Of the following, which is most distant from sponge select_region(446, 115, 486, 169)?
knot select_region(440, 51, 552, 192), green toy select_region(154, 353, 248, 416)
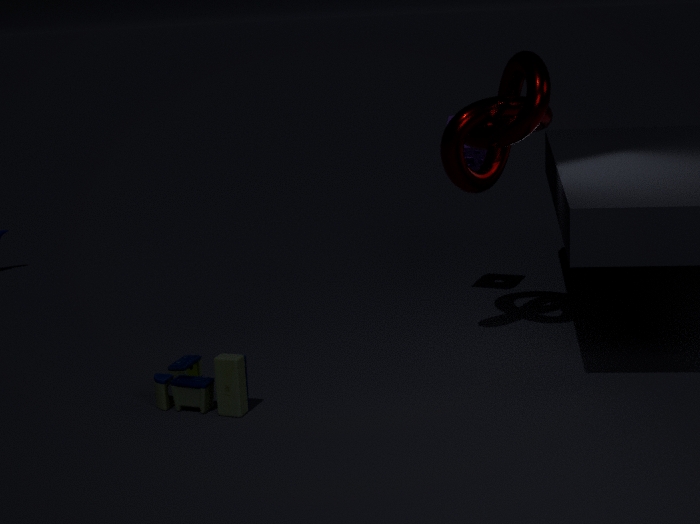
green toy select_region(154, 353, 248, 416)
